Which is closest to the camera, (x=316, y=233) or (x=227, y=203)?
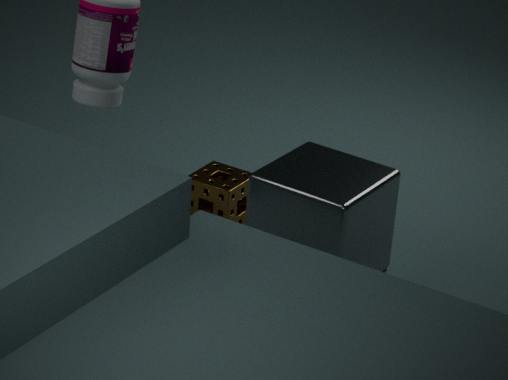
(x=316, y=233)
